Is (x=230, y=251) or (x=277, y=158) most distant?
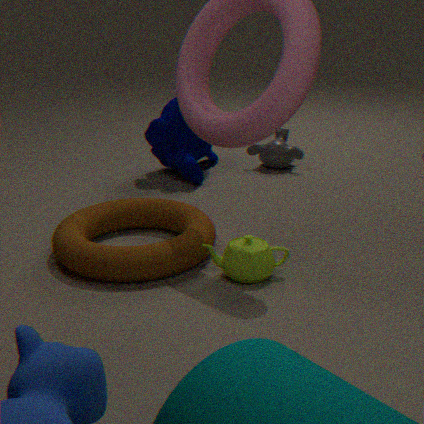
(x=277, y=158)
